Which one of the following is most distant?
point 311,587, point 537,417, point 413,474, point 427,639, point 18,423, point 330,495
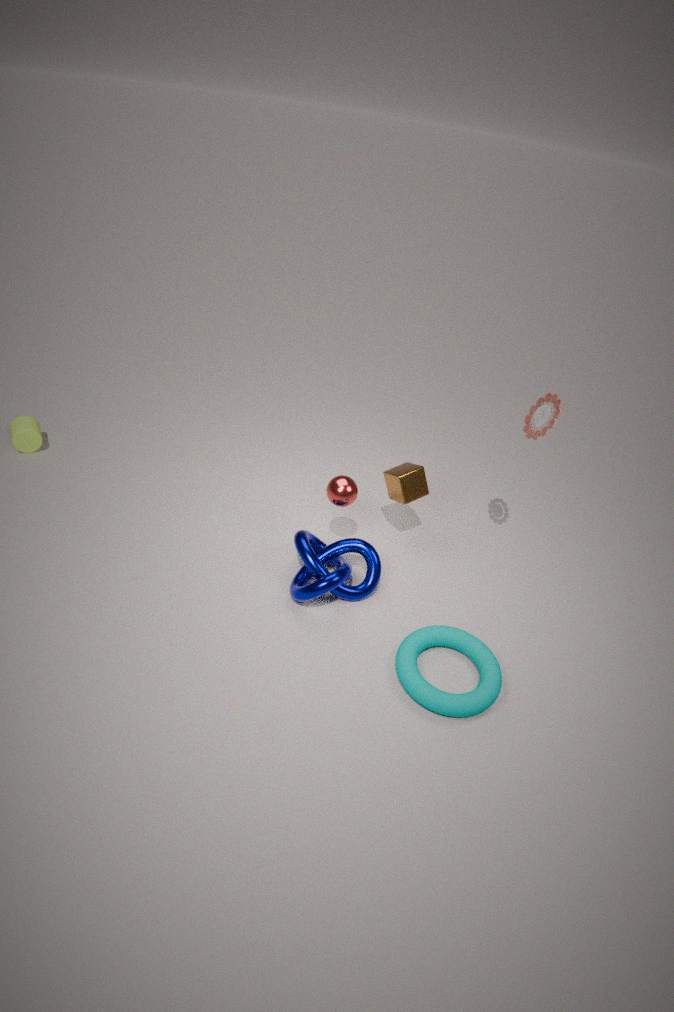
point 18,423
